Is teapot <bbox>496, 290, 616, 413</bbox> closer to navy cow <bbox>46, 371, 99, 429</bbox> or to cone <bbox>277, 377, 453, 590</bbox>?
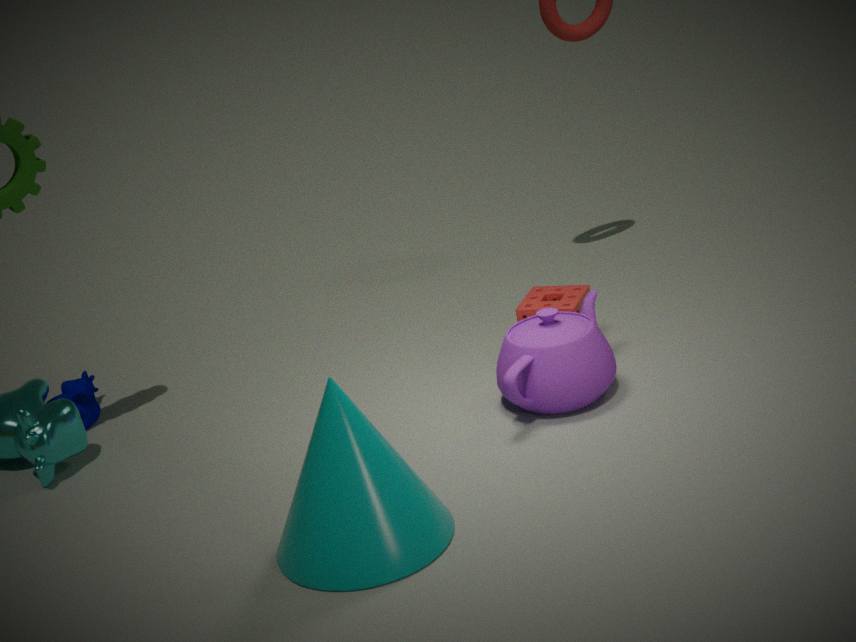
cone <bbox>277, 377, 453, 590</bbox>
